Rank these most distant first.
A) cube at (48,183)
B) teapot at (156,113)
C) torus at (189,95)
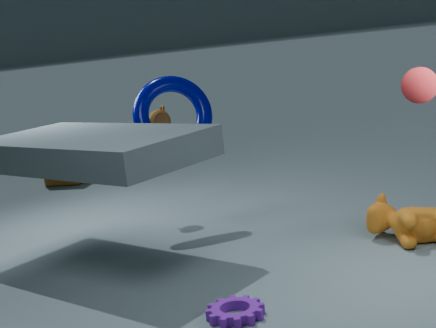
cube at (48,183) → teapot at (156,113) → torus at (189,95)
